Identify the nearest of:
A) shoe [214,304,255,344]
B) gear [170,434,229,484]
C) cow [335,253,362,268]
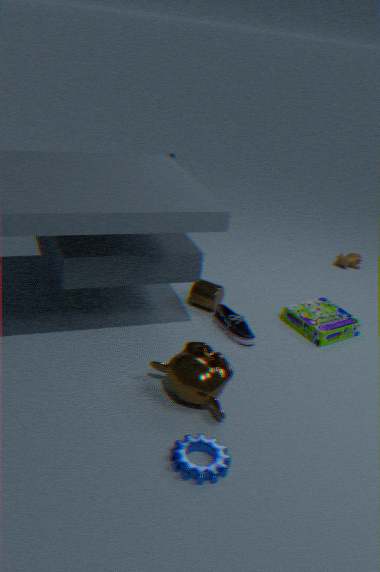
gear [170,434,229,484]
